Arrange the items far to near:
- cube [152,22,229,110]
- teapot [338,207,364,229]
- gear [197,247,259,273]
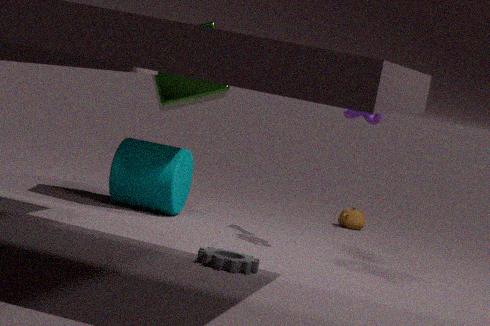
teapot [338,207,364,229]
cube [152,22,229,110]
gear [197,247,259,273]
